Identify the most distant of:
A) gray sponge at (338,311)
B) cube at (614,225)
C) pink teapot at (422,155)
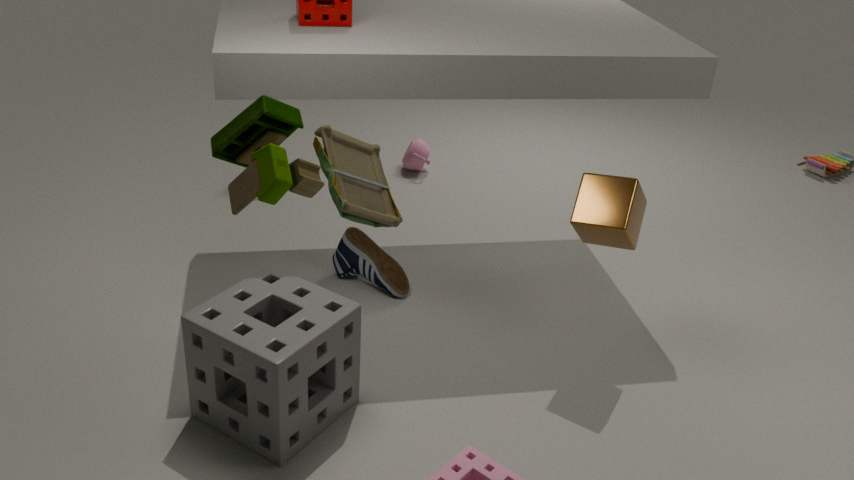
pink teapot at (422,155)
